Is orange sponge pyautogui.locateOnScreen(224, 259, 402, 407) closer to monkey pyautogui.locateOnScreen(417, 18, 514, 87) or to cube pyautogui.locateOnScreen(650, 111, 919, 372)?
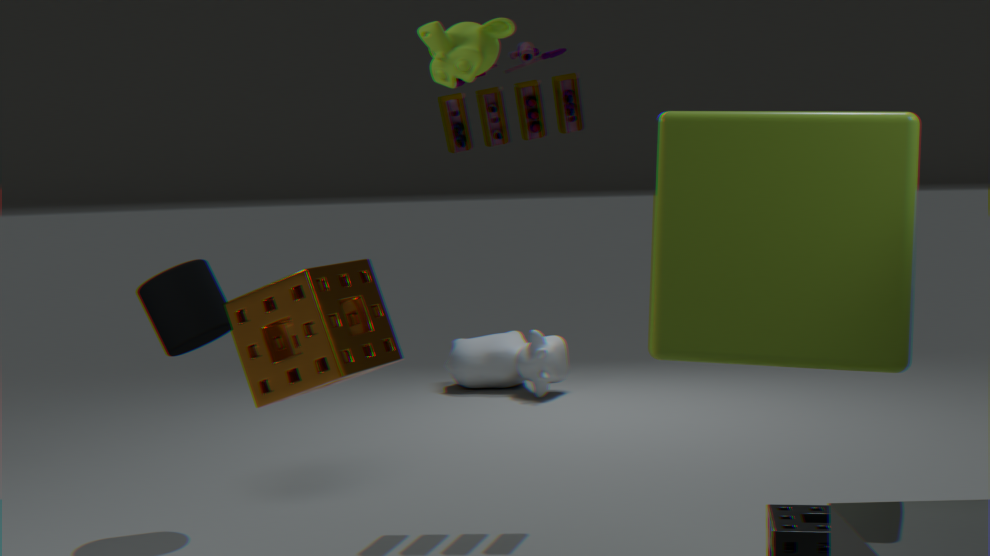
cube pyautogui.locateOnScreen(650, 111, 919, 372)
